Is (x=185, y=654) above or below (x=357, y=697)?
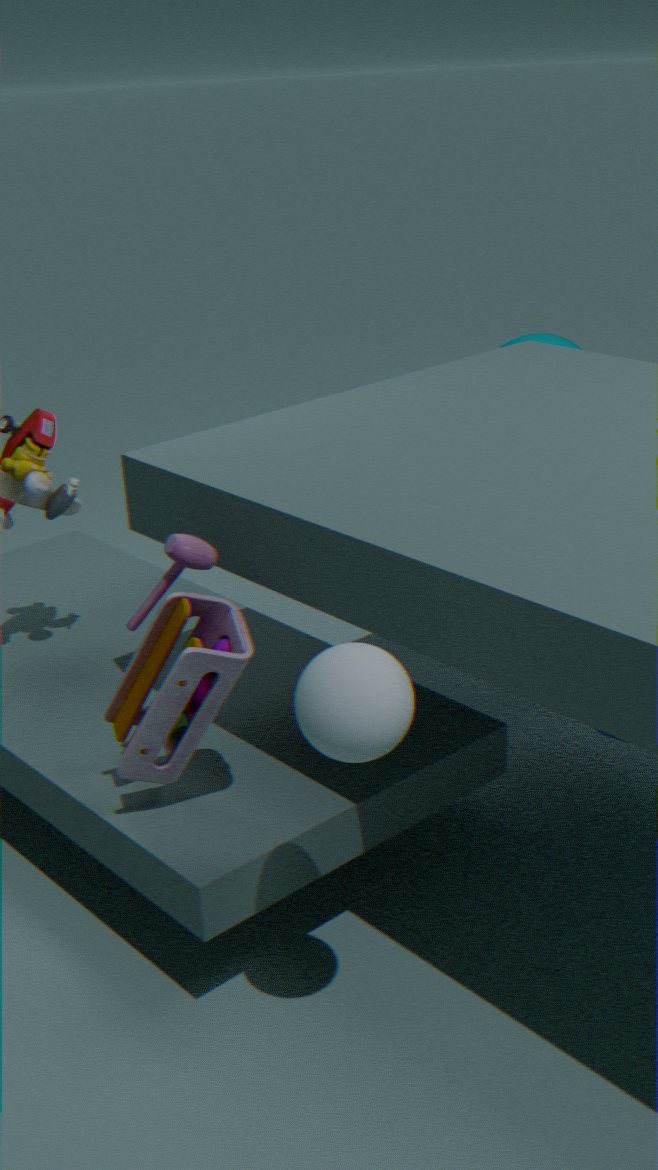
below
